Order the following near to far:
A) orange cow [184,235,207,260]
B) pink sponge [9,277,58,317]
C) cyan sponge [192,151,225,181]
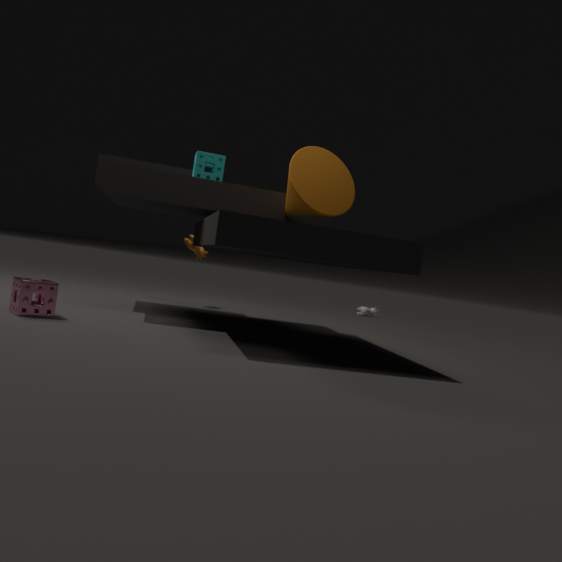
pink sponge [9,277,58,317] → cyan sponge [192,151,225,181] → orange cow [184,235,207,260]
